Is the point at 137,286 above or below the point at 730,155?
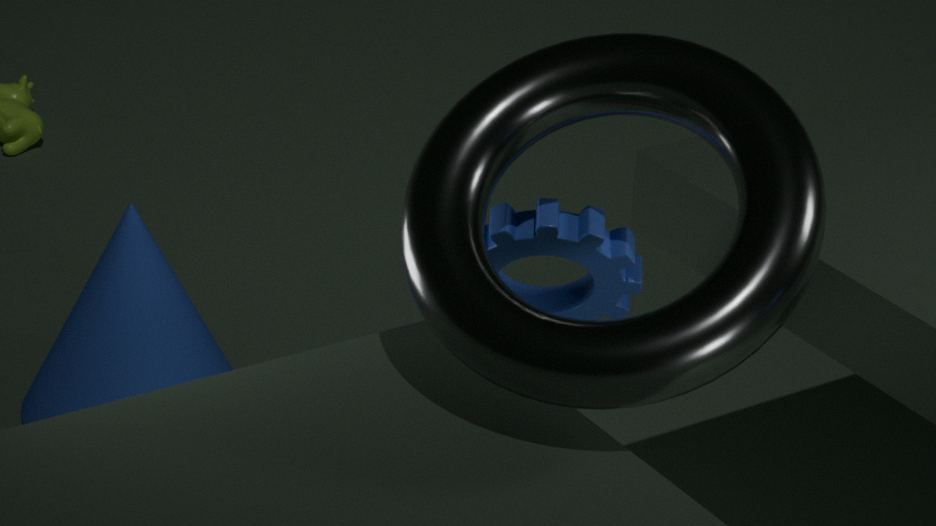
below
